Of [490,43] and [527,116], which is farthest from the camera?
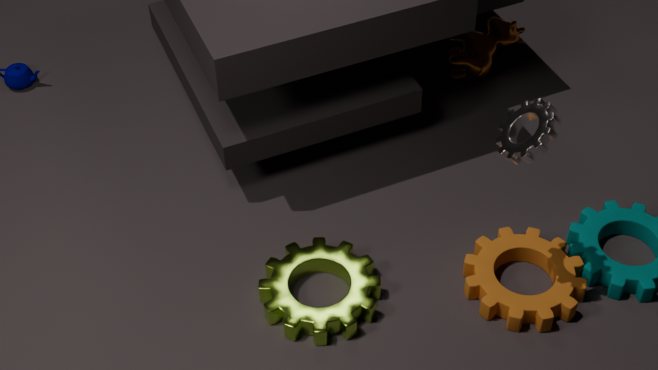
[490,43]
